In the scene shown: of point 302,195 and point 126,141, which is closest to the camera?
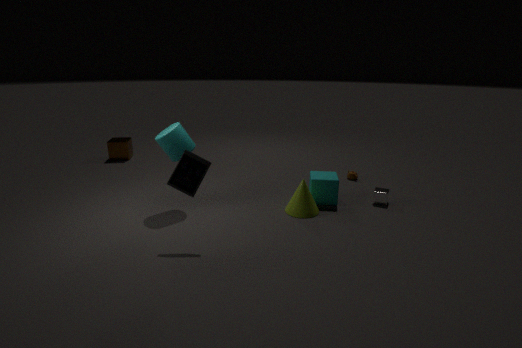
point 302,195
